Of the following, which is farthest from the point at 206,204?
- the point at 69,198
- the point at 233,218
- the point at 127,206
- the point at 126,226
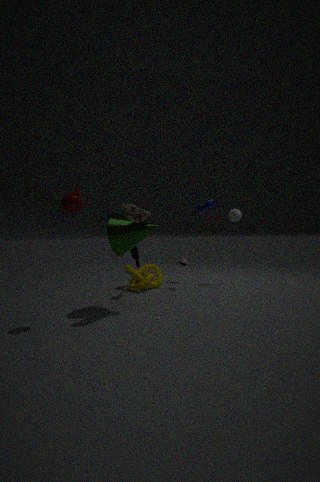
the point at 69,198
